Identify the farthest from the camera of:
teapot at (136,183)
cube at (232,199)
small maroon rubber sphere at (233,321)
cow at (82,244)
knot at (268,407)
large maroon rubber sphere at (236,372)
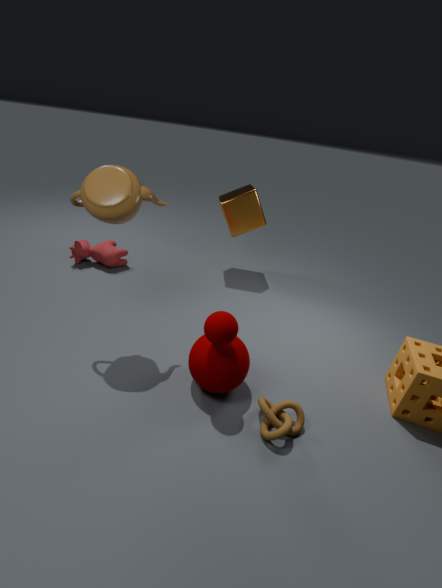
cow at (82,244)
